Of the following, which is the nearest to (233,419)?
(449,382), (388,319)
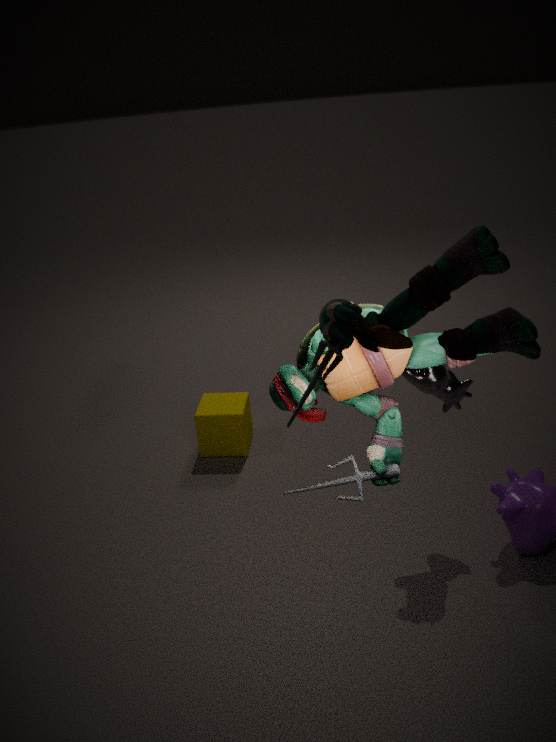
(449,382)
